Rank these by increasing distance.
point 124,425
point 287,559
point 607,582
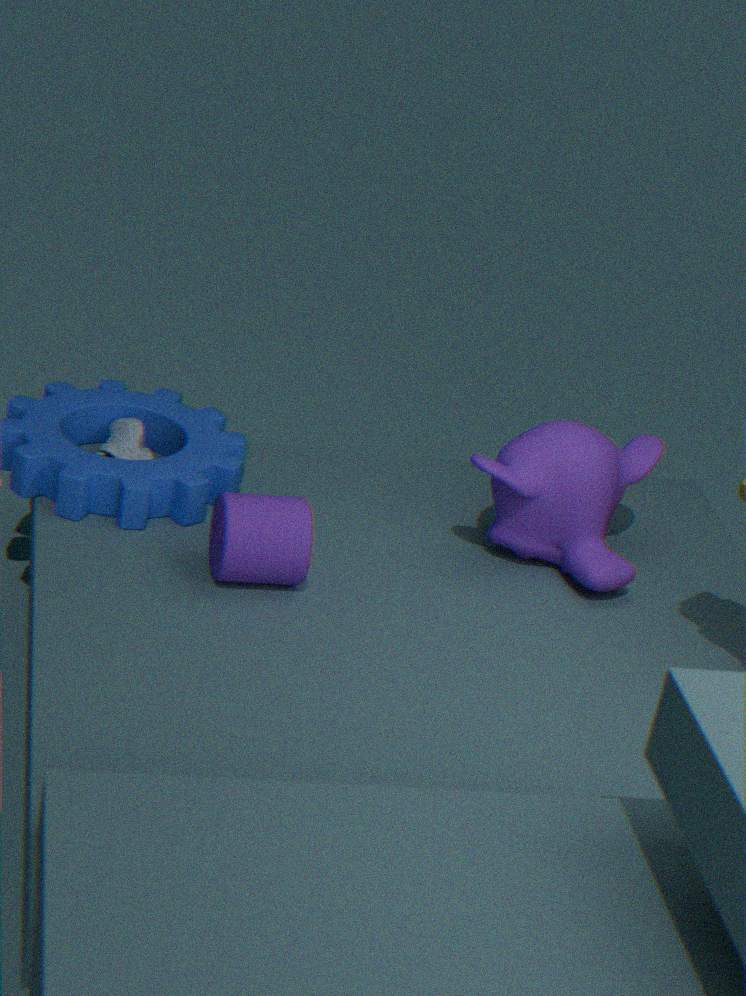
point 287,559 → point 607,582 → point 124,425
